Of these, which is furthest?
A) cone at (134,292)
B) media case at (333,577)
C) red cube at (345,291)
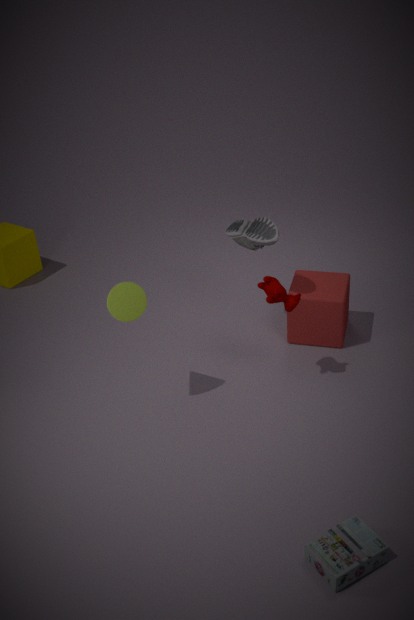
red cube at (345,291)
